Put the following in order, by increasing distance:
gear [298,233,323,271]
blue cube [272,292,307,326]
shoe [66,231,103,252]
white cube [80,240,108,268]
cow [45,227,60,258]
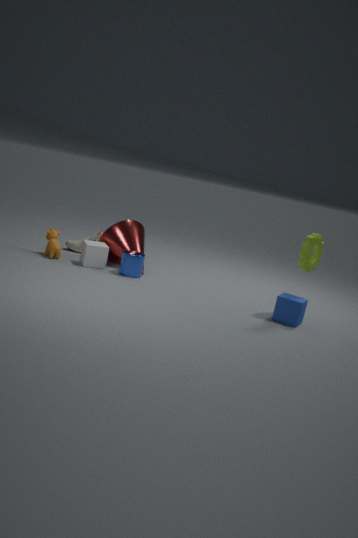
1. blue cube [272,292,307,326]
2. gear [298,233,323,271]
3. white cube [80,240,108,268]
4. cow [45,227,60,258]
5. shoe [66,231,103,252]
